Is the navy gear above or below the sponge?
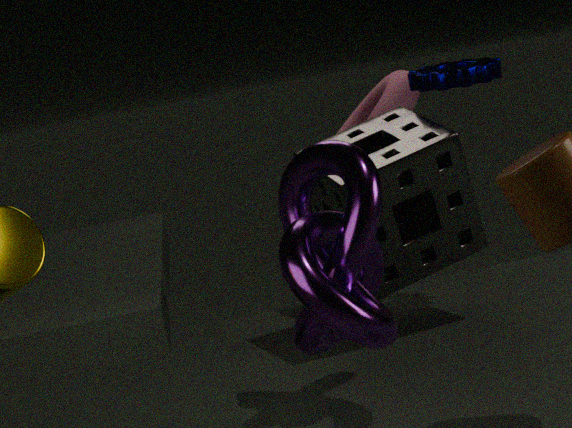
above
